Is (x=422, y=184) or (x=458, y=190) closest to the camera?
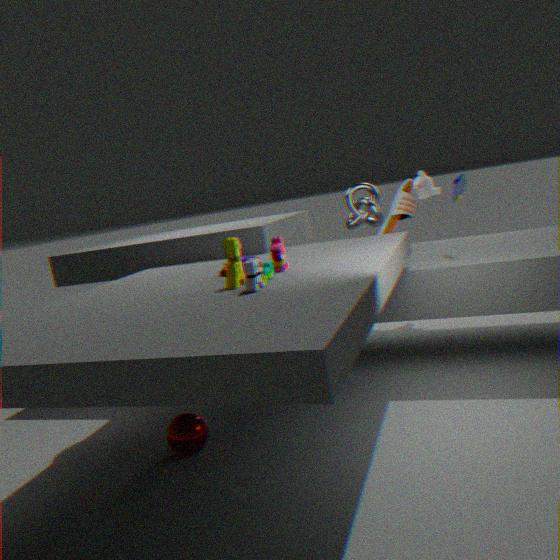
(x=458, y=190)
